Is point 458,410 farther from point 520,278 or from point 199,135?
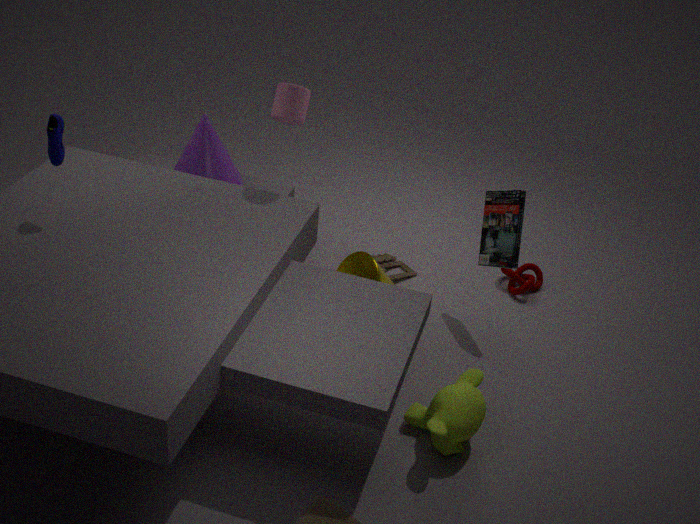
point 199,135
